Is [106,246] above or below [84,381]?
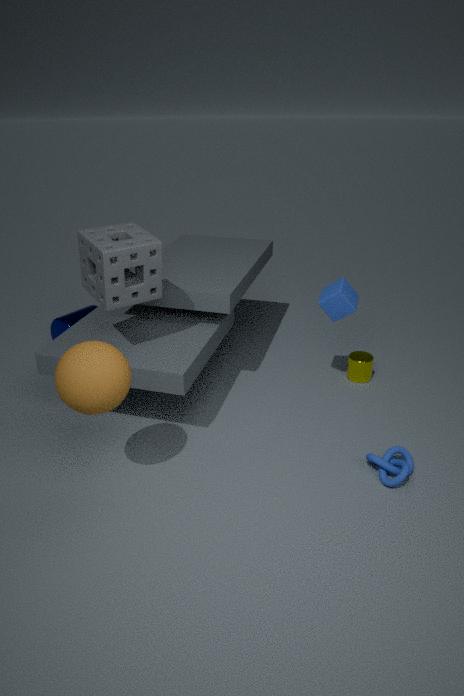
above
